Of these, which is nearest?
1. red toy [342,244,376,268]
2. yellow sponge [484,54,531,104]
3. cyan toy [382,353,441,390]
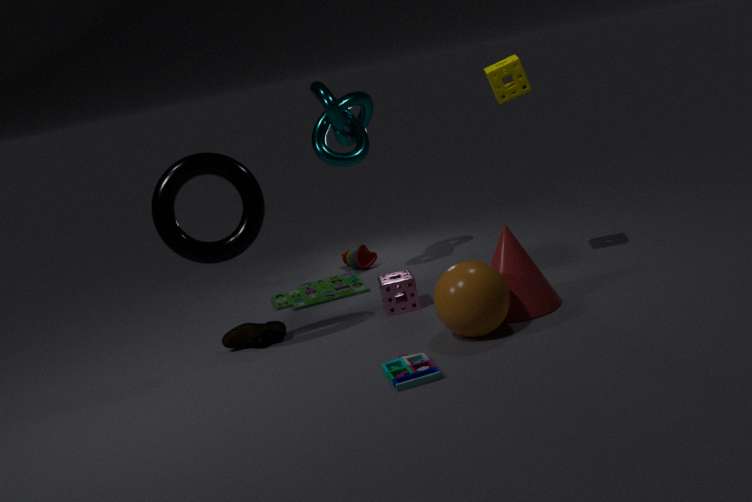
cyan toy [382,353,441,390]
